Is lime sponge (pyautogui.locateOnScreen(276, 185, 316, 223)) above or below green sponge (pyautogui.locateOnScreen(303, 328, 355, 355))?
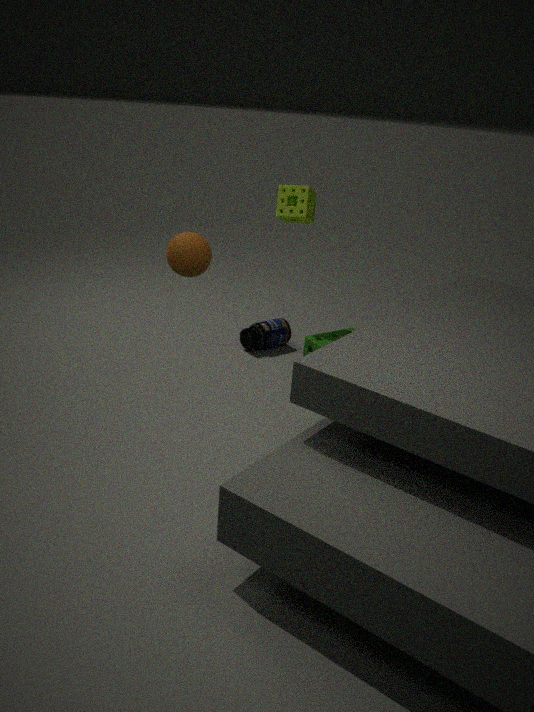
above
